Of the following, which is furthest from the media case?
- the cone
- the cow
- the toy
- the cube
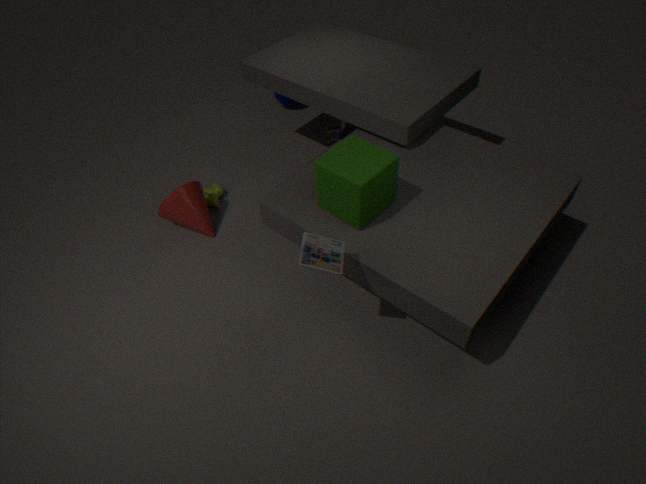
the toy
